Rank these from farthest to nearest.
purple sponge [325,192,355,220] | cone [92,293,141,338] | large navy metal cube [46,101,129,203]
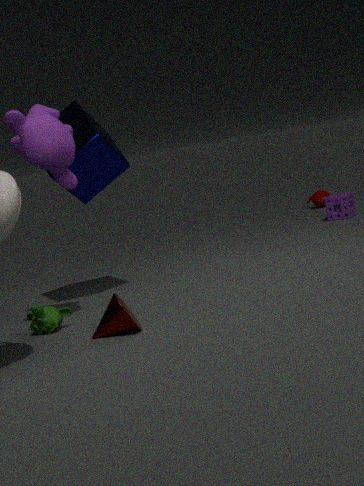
purple sponge [325,192,355,220] < large navy metal cube [46,101,129,203] < cone [92,293,141,338]
